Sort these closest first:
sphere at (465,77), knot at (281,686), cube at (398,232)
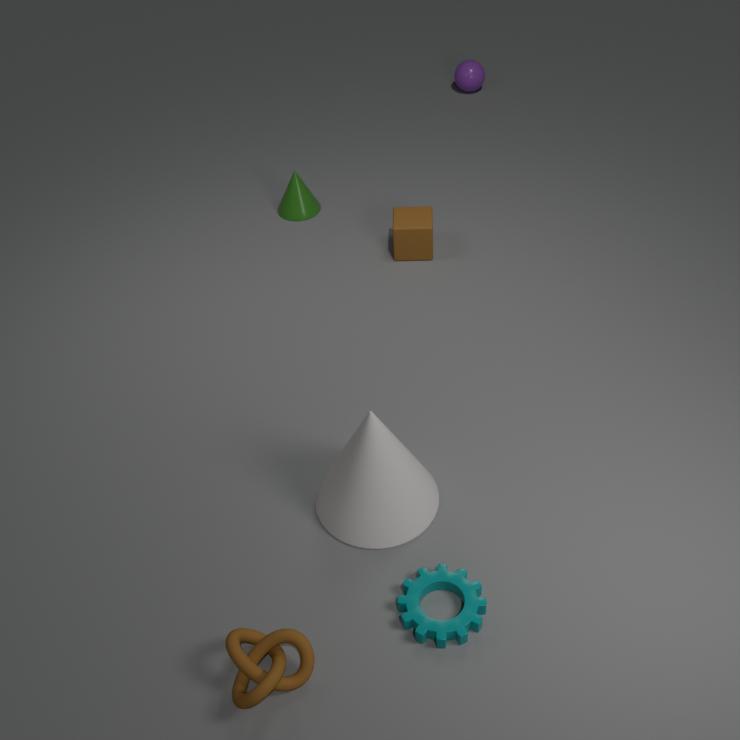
knot at (281,686) → cube at (398,232) → sphere at (465,77)
